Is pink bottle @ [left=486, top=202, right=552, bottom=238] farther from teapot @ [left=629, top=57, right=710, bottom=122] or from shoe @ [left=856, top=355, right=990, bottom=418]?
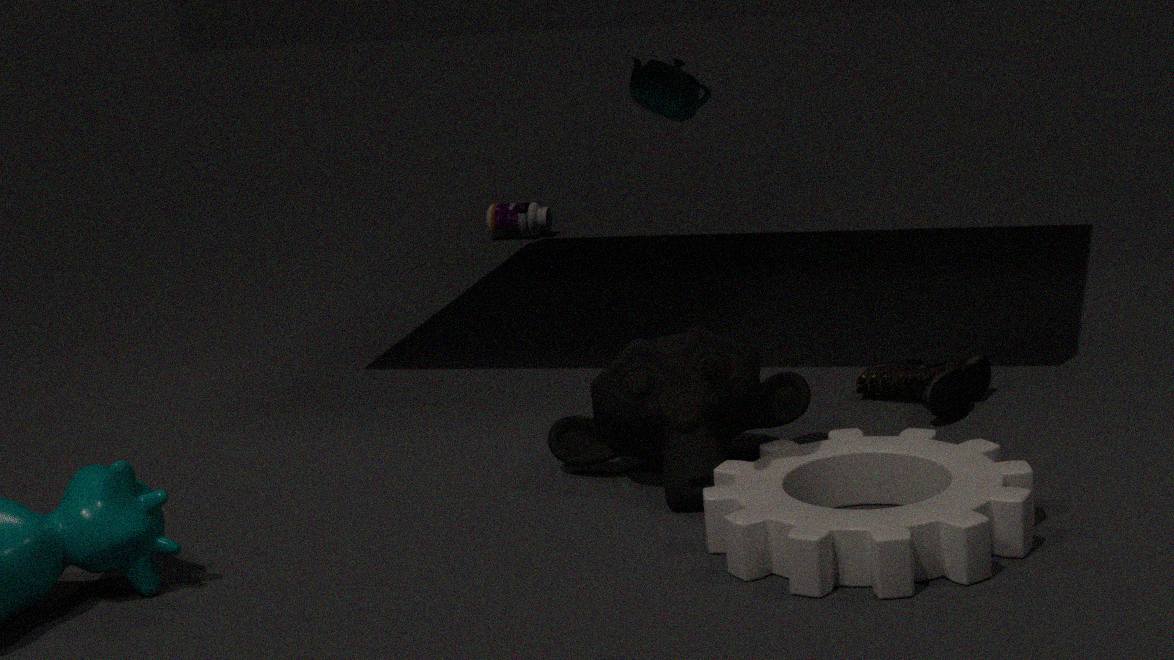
shoe @ [left=856, top=355, right=990, bottom=418]
